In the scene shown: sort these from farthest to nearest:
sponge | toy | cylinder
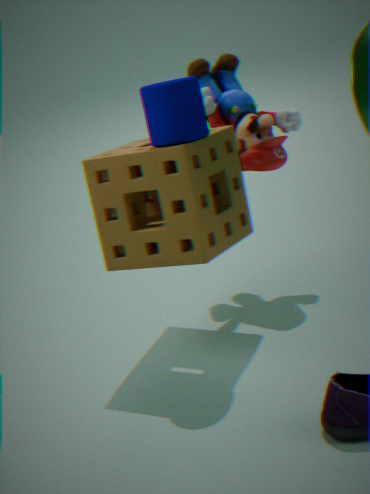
toy
sponge
cylinder
